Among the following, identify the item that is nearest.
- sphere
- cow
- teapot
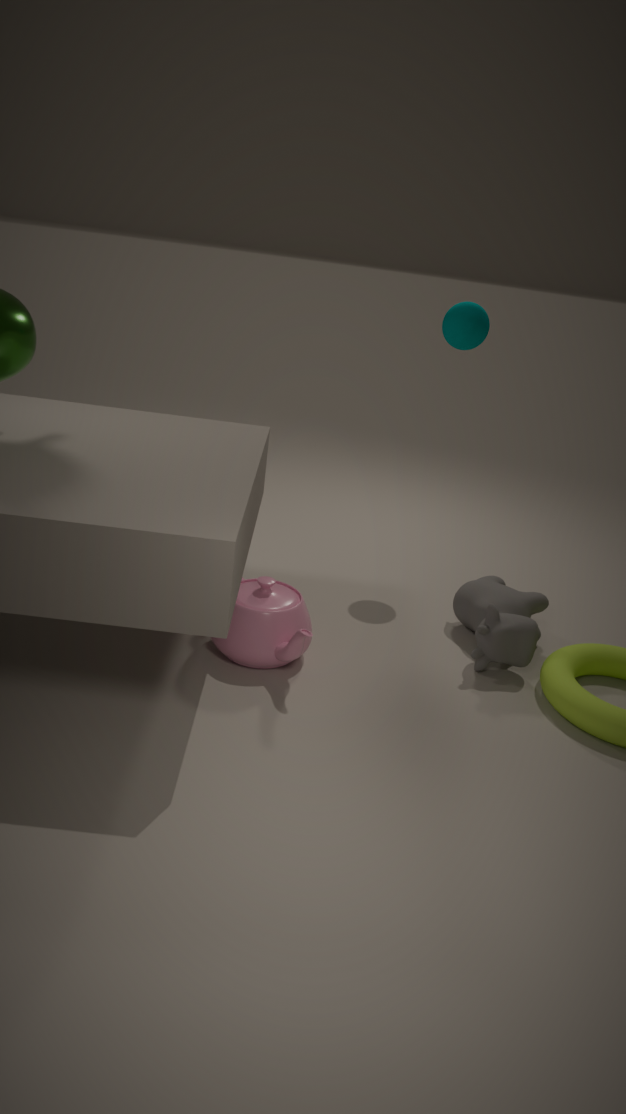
teapot
